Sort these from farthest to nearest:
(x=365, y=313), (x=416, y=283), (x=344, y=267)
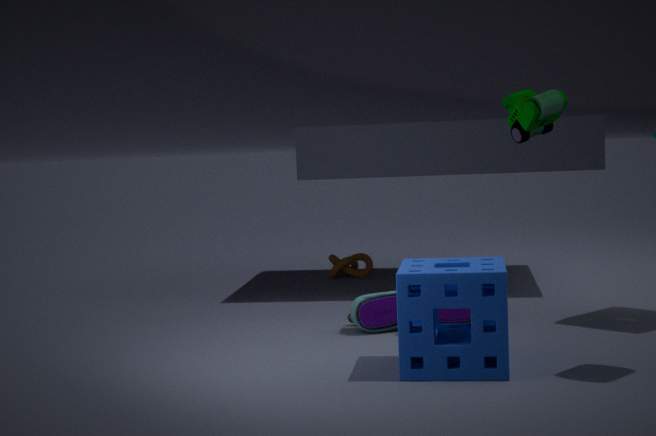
1. (x=344, y=267)
2. (x=365, y=313)
3. (x=416, y=283)
